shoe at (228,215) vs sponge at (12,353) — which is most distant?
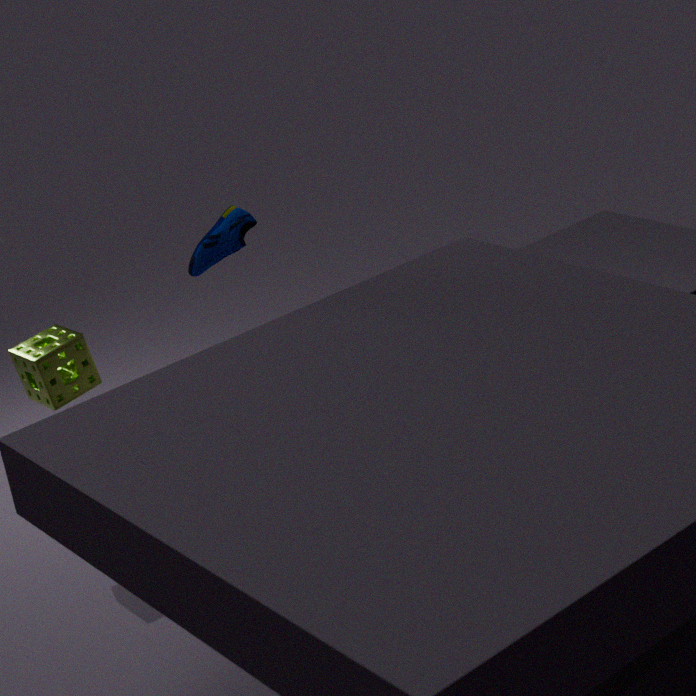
sponge at (12,353)
